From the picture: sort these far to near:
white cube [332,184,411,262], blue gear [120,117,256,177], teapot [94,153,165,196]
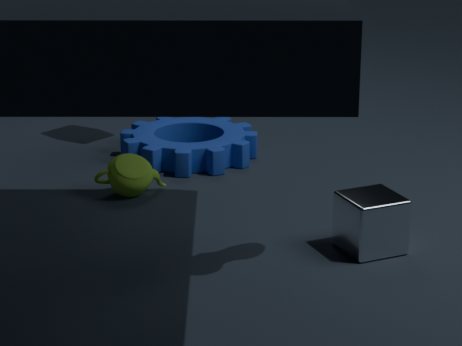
1. blue gear [120,117,256,177]
2. teapot [94,153,165,196]
3. white cube [332,184,411,262]
